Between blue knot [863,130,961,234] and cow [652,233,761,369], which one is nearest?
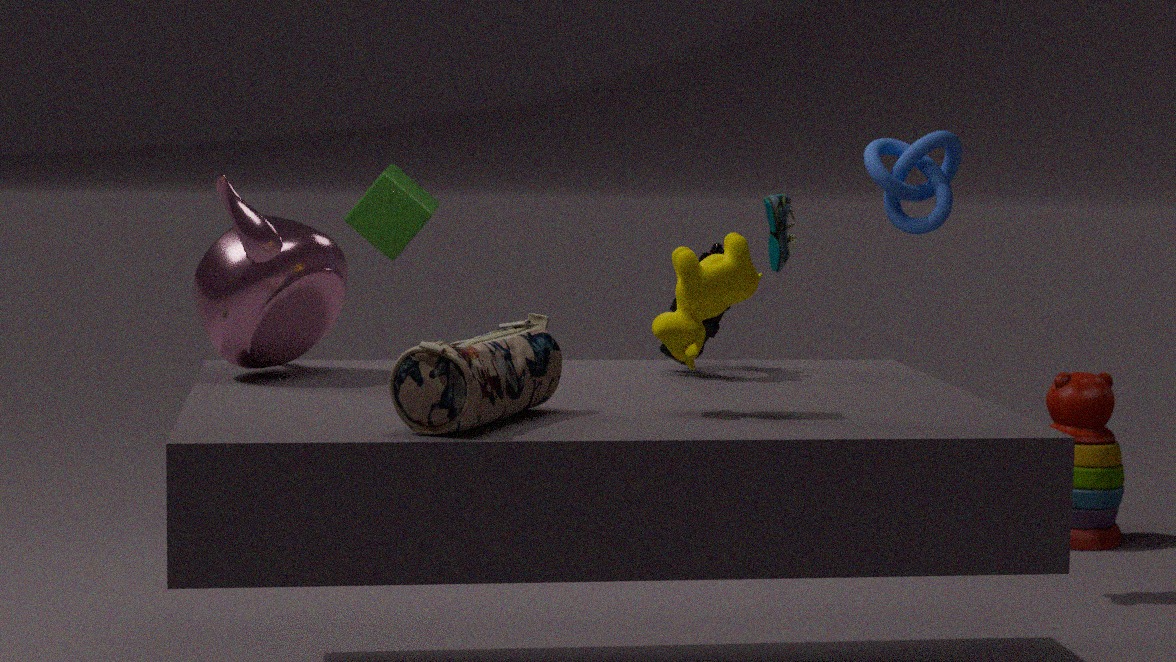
cow [652,233,761,369]
